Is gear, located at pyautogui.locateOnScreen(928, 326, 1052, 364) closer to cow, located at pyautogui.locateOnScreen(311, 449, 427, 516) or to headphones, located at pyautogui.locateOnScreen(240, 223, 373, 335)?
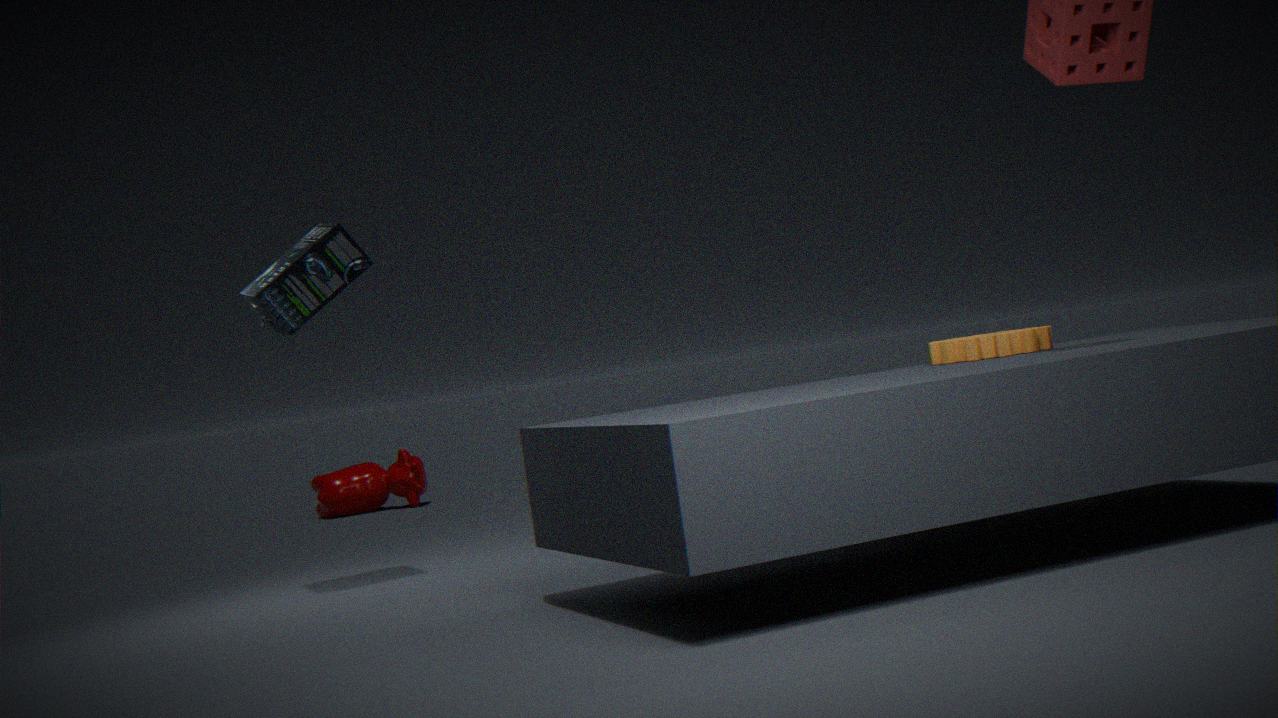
headphones, located at pyautogui.locateOnScreen(240, 223, 373, 335)
